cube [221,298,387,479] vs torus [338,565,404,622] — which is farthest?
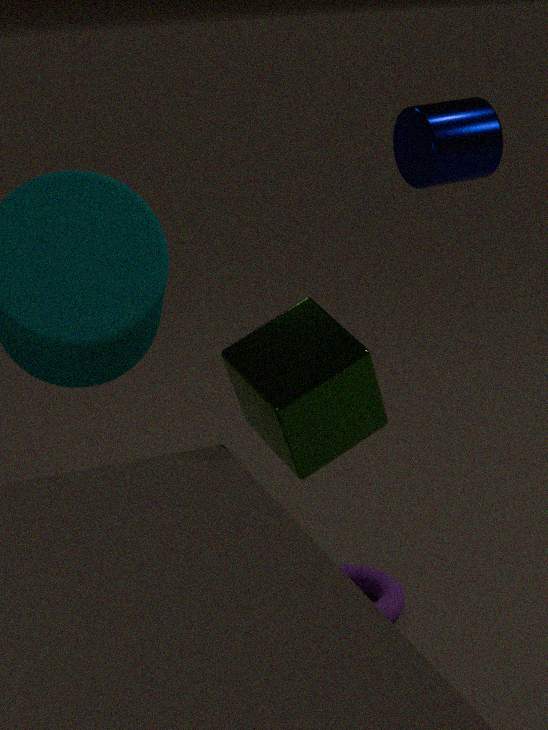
torus [338,565,404,622]
